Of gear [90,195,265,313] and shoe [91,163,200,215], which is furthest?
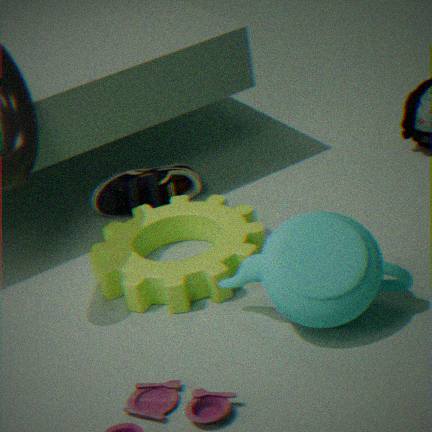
shoe [91,163,200,215]
